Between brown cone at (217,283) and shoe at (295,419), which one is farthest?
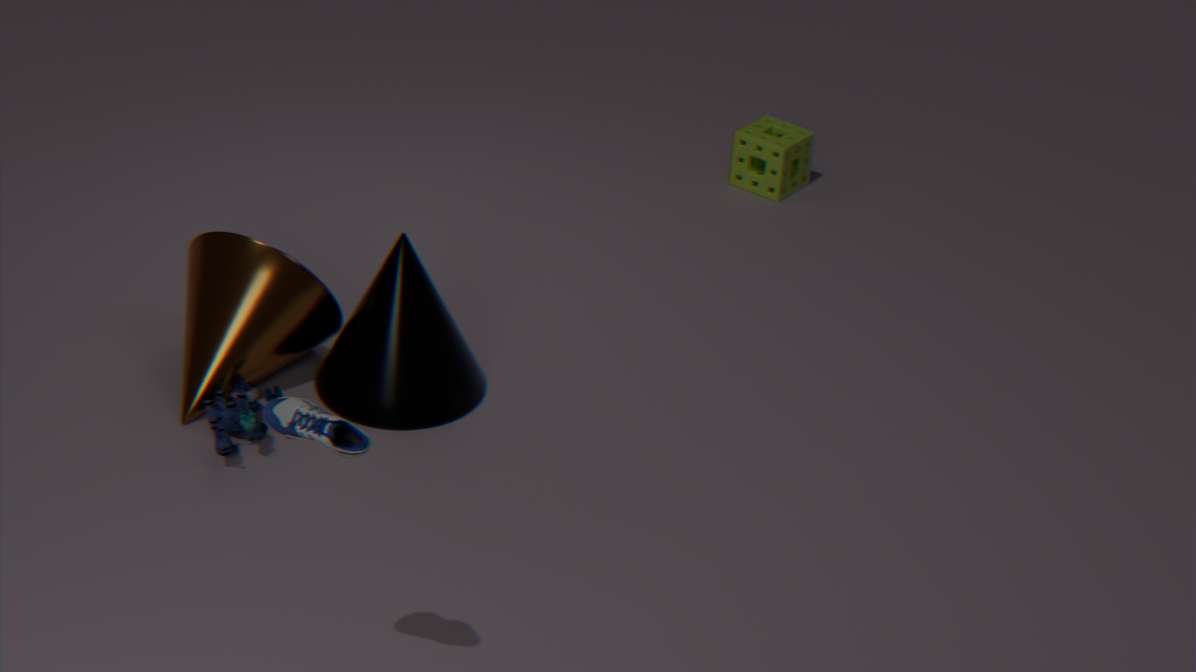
brown cone at (217,283)
